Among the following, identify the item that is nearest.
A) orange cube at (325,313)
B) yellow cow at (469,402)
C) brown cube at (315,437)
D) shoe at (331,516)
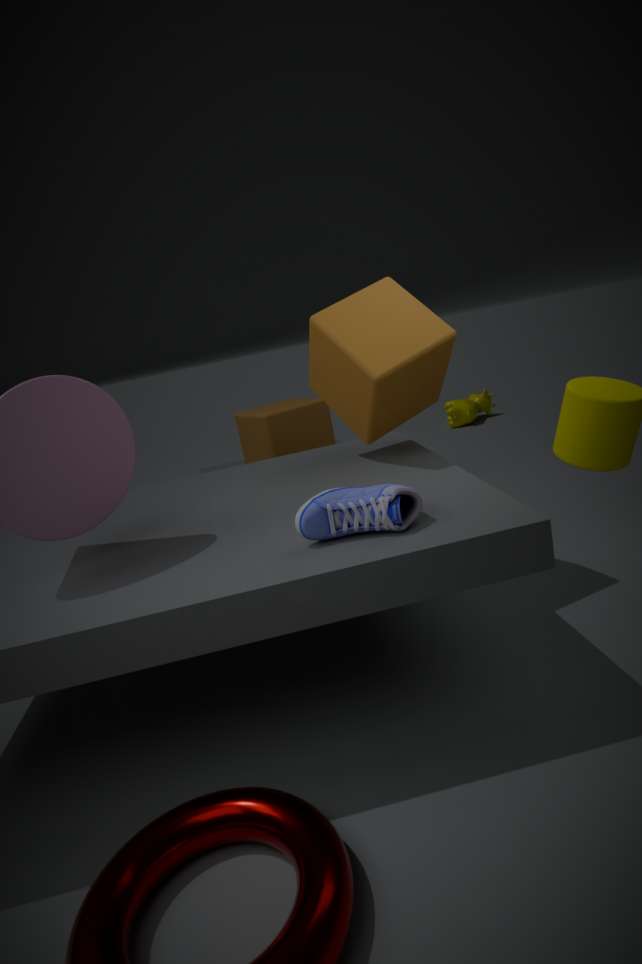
shoe at (331,516)
